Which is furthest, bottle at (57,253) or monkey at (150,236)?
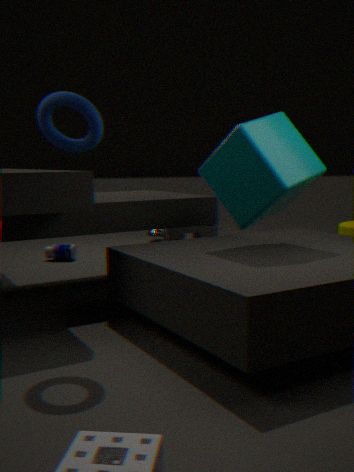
monkey at (150,236)
